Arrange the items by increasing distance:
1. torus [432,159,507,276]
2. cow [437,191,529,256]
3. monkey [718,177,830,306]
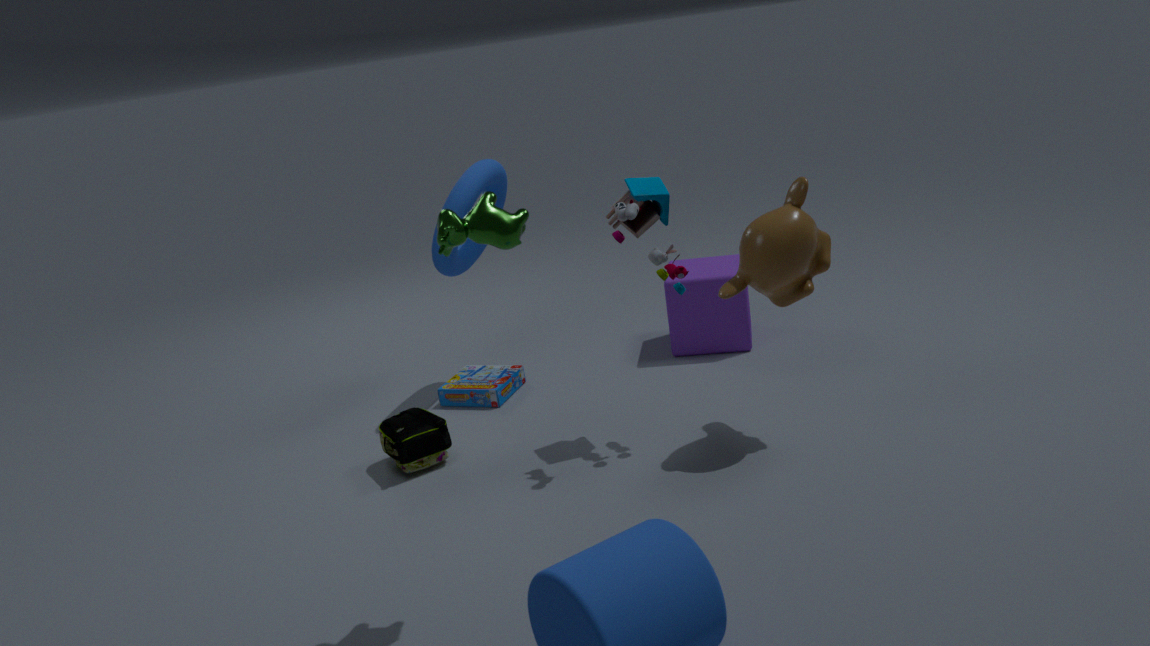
1. cow [437,191,529,256]
2. monkey [718,177,830,306]
3. torus [432,159,507,276]
